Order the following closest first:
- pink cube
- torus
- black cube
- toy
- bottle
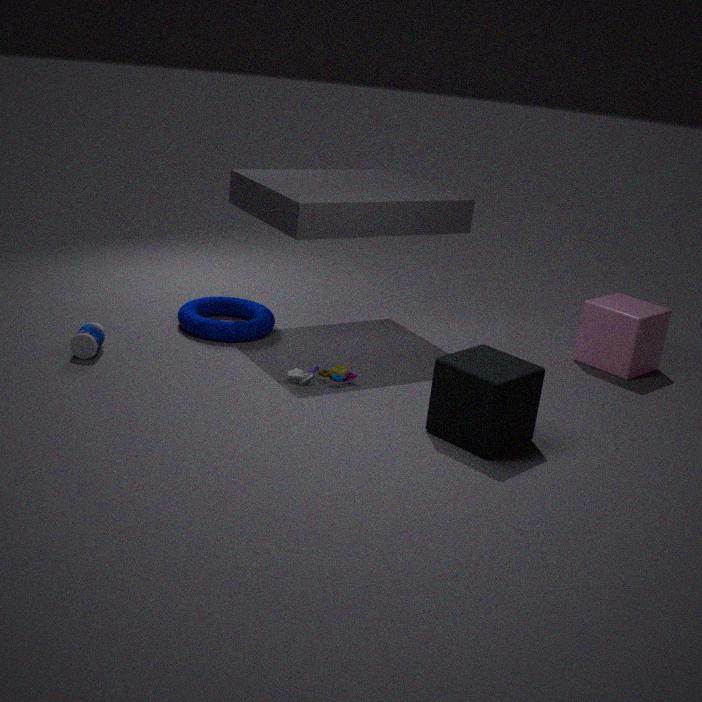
black cube
bottle
toy
torus
pink cube
